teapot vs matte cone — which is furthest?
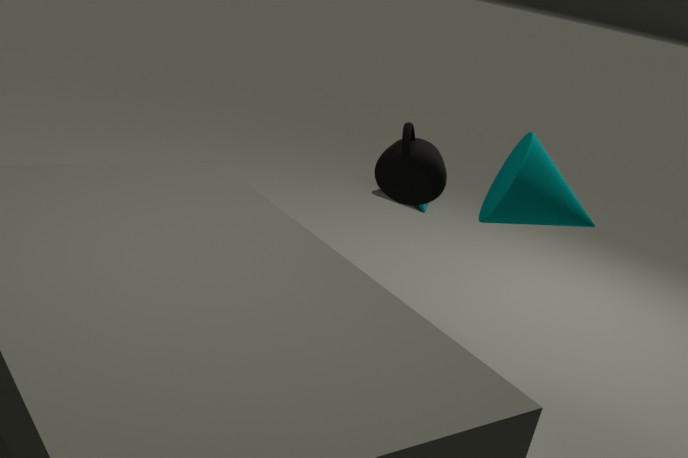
teapot
